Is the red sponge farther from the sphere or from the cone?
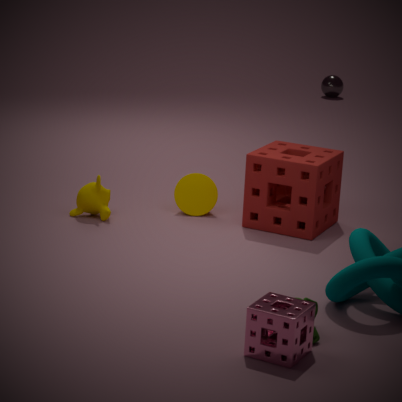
the sphere
